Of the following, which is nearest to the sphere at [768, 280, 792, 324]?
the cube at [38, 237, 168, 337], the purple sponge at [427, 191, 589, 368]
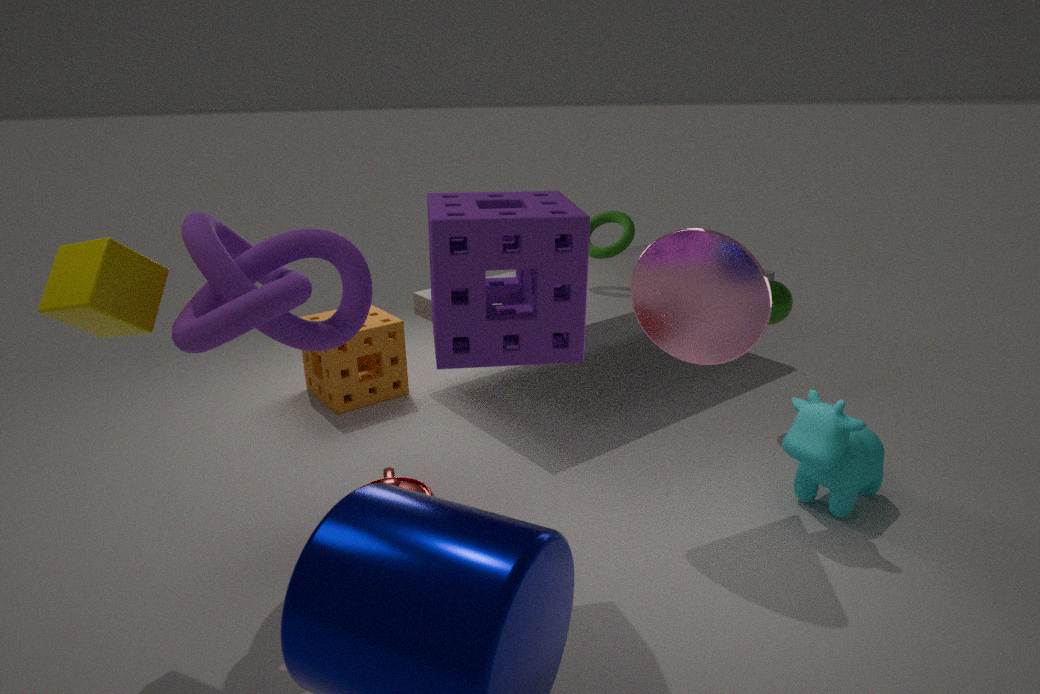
the purple sponge at [427, 191, 589, 368]
